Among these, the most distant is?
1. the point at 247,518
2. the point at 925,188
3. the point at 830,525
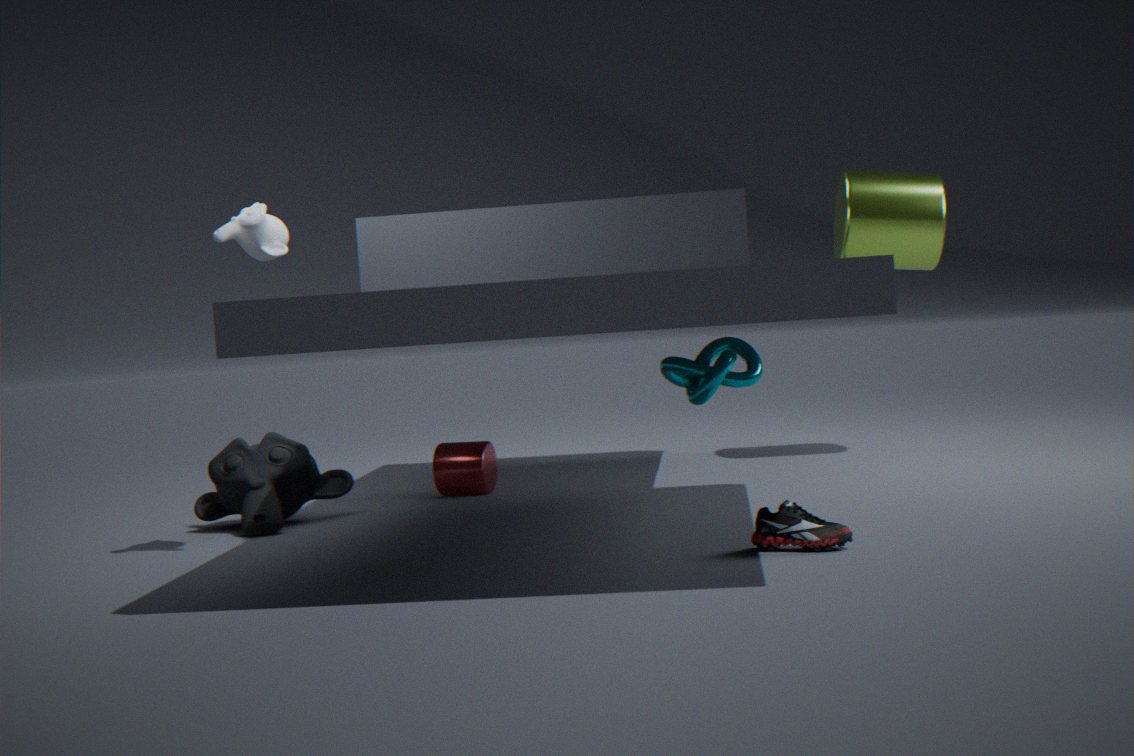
the point at 925,188
